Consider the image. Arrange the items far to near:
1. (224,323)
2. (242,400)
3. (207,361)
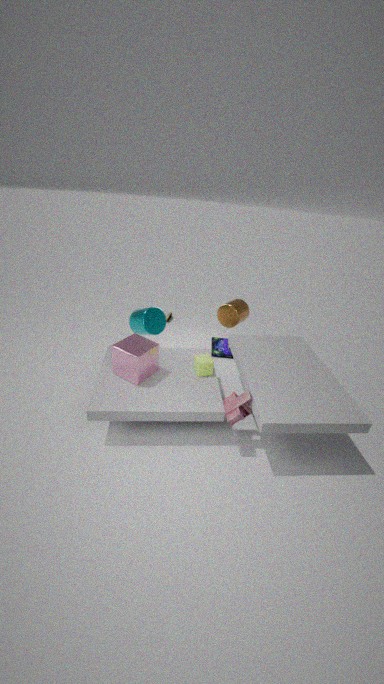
(224,323), (207,361), (242,400)
